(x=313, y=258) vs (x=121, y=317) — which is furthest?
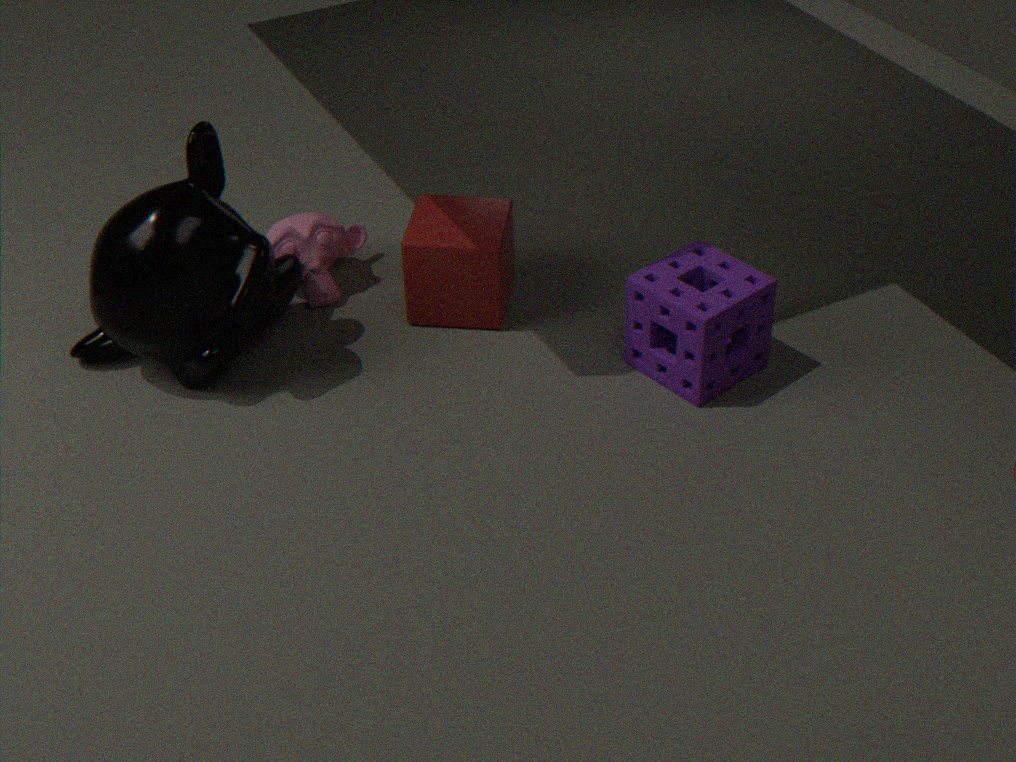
(x=313, y=258)
